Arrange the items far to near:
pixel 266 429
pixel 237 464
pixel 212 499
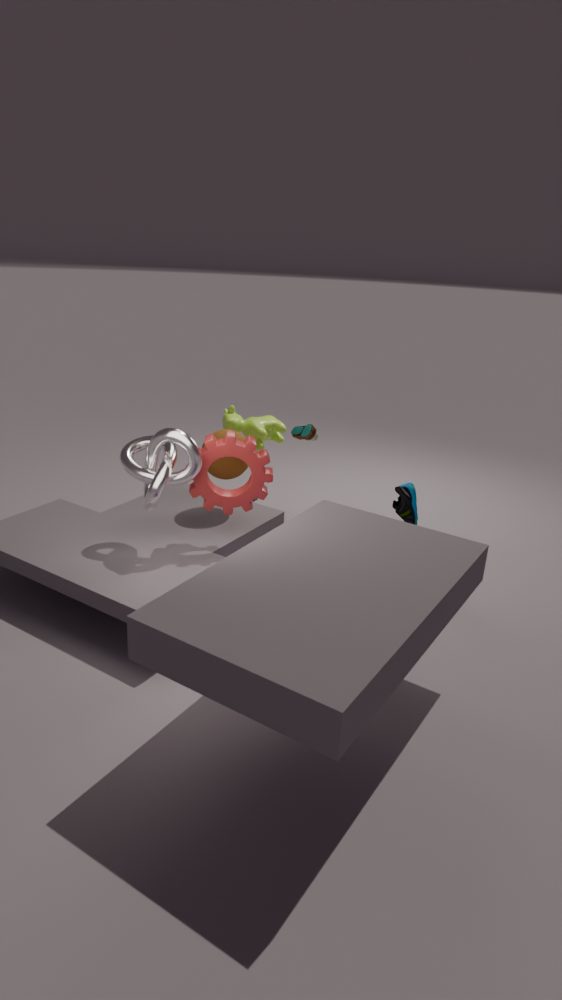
pixel 266 429 → pixel 237 464 → pixel 212 499
